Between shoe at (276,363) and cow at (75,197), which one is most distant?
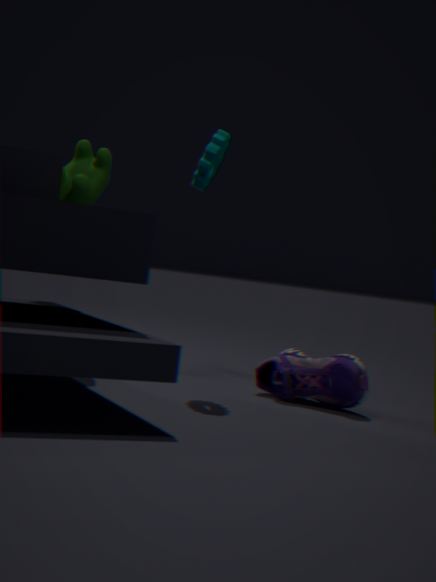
cow at (75,197)
